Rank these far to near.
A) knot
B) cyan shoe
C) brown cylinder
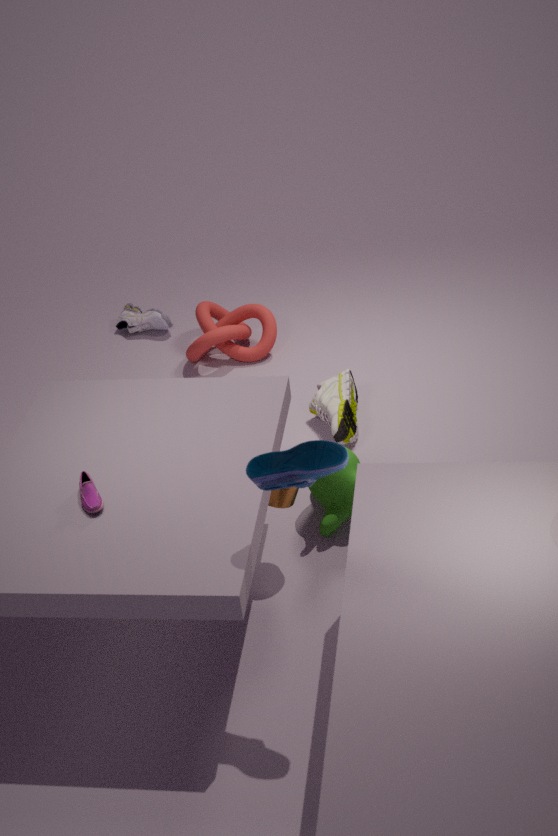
knot, brown cylinder, cyan shoe
